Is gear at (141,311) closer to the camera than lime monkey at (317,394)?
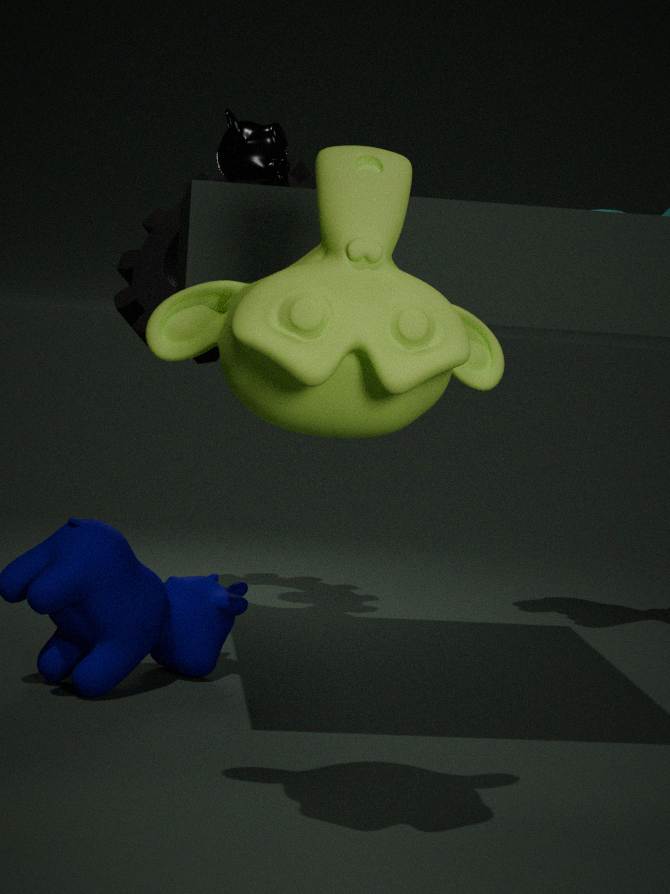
No
